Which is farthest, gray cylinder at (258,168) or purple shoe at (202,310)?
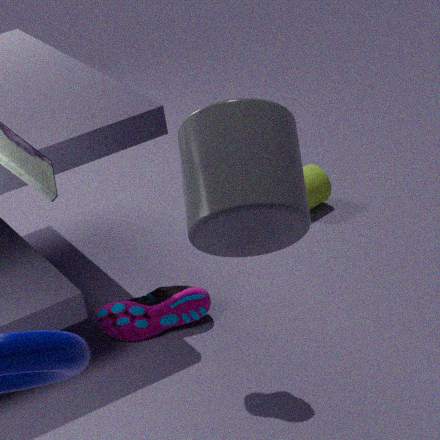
purple shoe at (202,310)
